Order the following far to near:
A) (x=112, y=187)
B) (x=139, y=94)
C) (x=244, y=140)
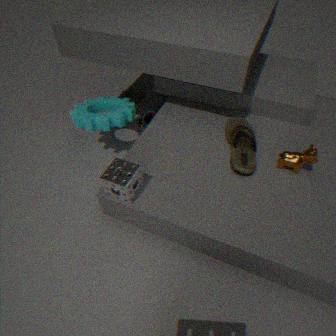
(x=139, y=94) < (x=244, y=140) < (x=112, y=187)
